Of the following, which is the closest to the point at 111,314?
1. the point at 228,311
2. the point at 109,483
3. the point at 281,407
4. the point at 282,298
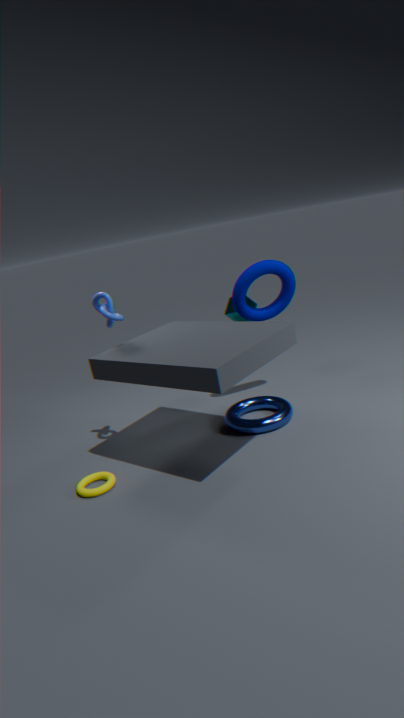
the point at 109,483
